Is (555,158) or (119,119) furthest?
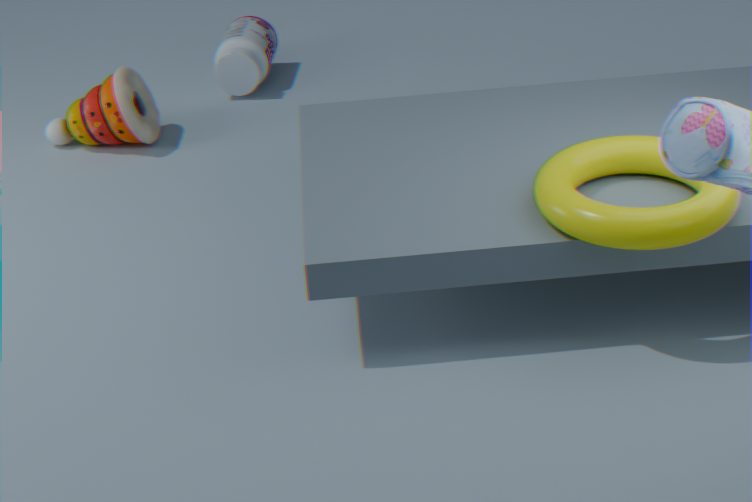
(119,119)
